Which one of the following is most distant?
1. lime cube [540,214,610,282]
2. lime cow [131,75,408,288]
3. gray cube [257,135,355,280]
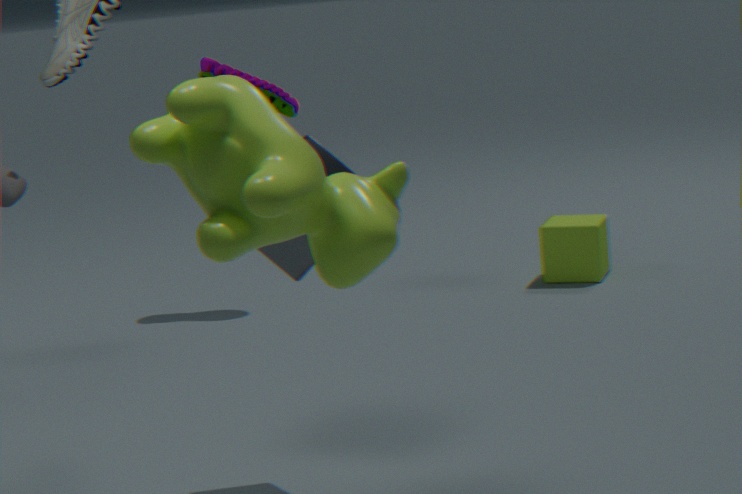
lime cube [540,214,610,282]
